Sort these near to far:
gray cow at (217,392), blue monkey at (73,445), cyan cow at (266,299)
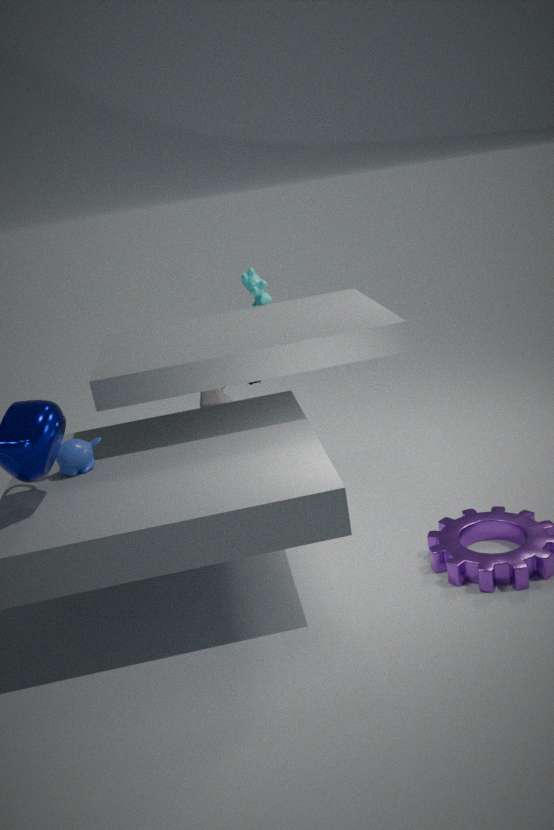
1. blue monkey at (73,445)
2. cyan cow at (266,299)
3. gray cow at (217,392)
